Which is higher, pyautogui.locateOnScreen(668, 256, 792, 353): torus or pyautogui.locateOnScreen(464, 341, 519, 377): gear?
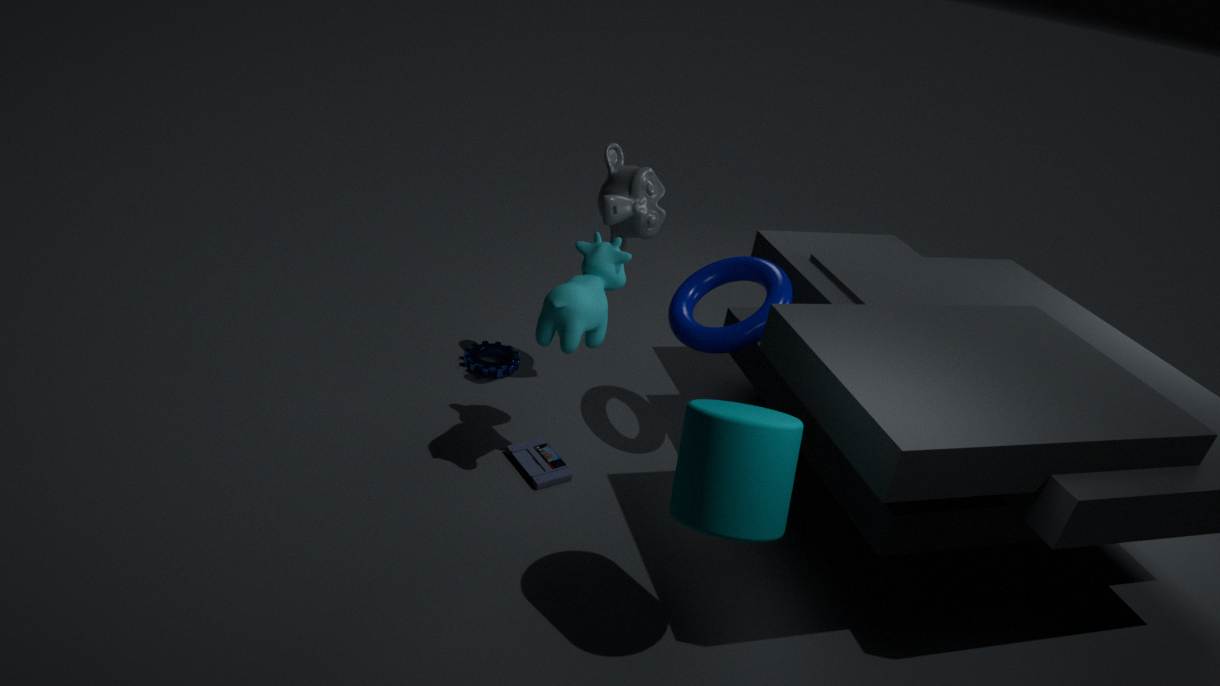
pyautogui.locateOnScreen(668, 256, 792, 353): torus
